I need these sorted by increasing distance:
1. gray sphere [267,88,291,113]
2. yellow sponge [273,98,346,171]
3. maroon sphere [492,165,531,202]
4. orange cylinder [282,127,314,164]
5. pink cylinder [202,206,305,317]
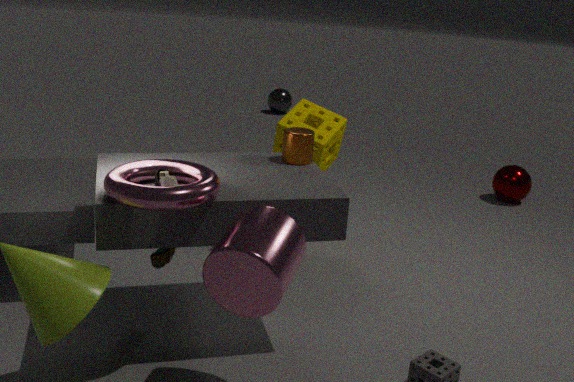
pink cylinder [202,206,305,317], orange cylinder [282,127,314,164], yellow sponge [273,98,346,171], maroon sphere [492,165,531,202], gray sphere [267,88,291,113]
